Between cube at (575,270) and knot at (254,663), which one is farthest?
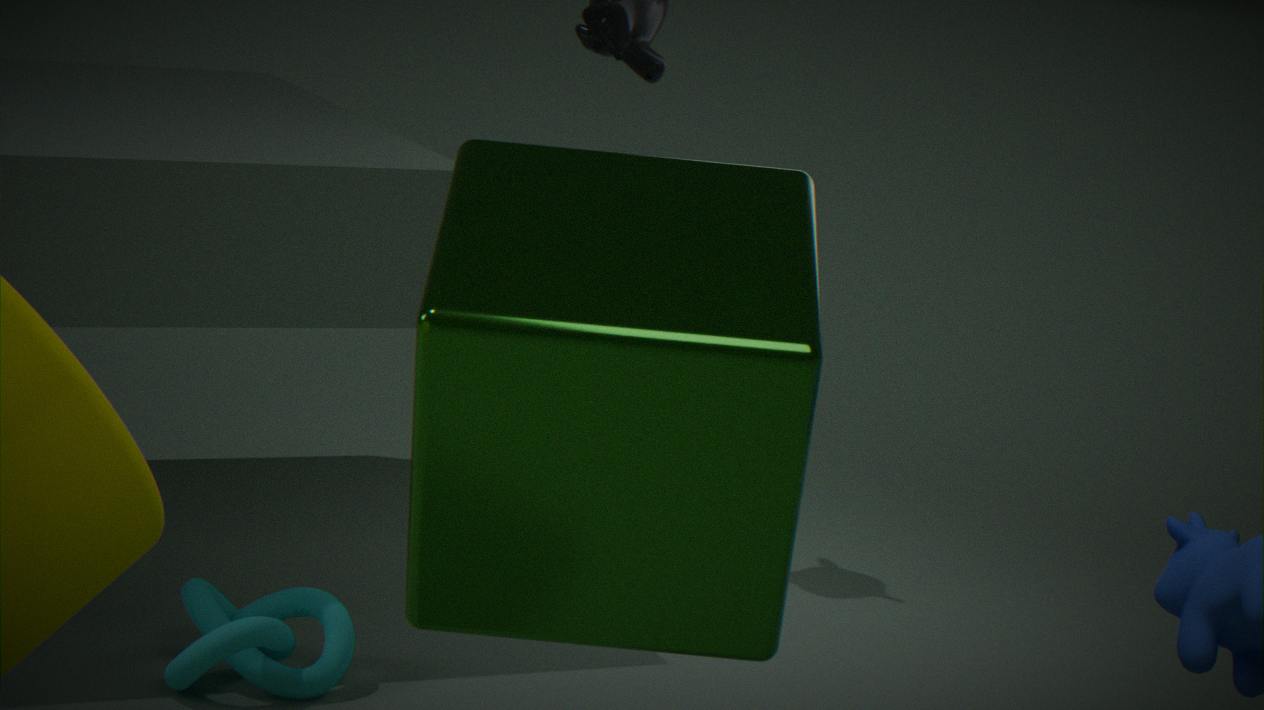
knot at (254,663)
